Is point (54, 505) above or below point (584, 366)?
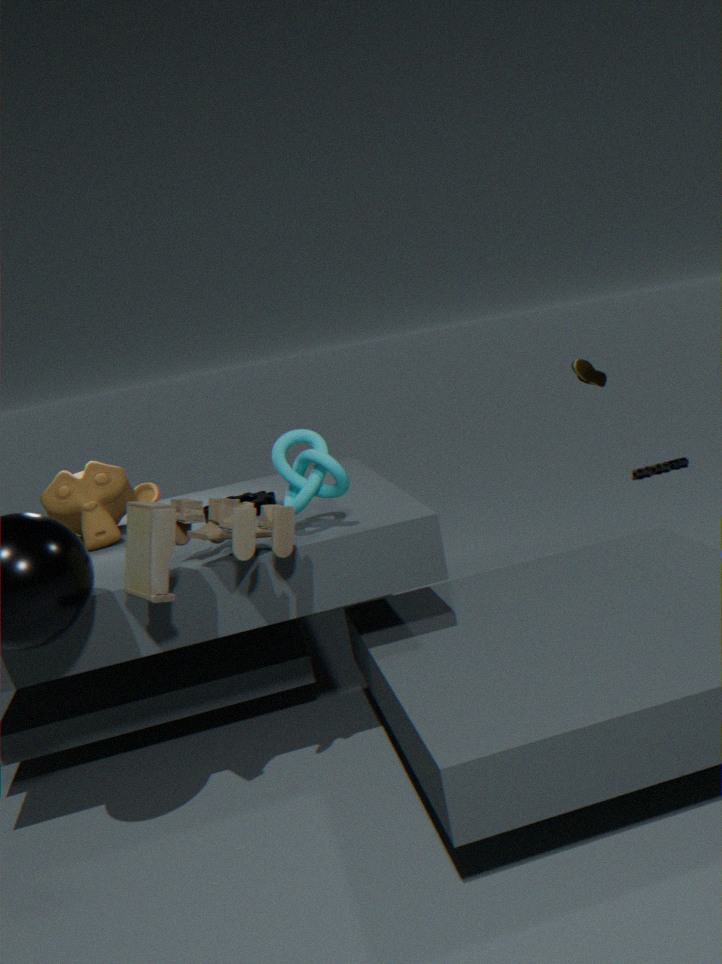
below
